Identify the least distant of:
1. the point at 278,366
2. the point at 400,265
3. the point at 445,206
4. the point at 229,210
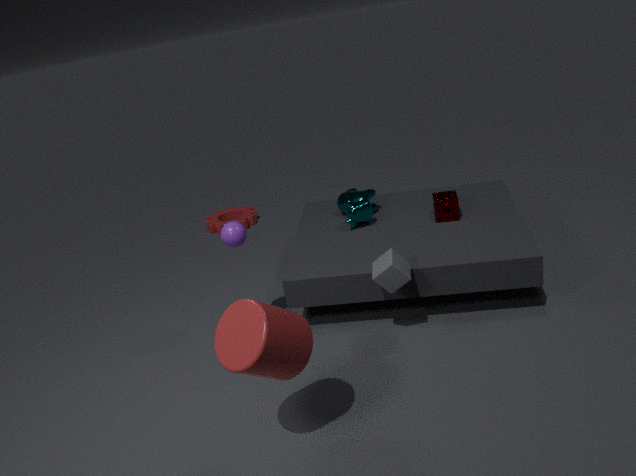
the point at 278,366
